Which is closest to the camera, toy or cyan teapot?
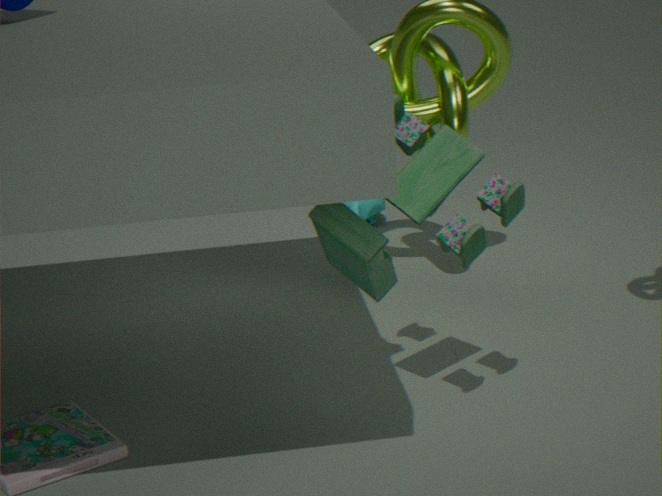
toy
